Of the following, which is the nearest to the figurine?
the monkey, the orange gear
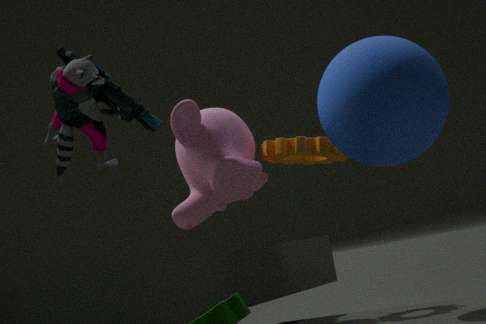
the monkey
